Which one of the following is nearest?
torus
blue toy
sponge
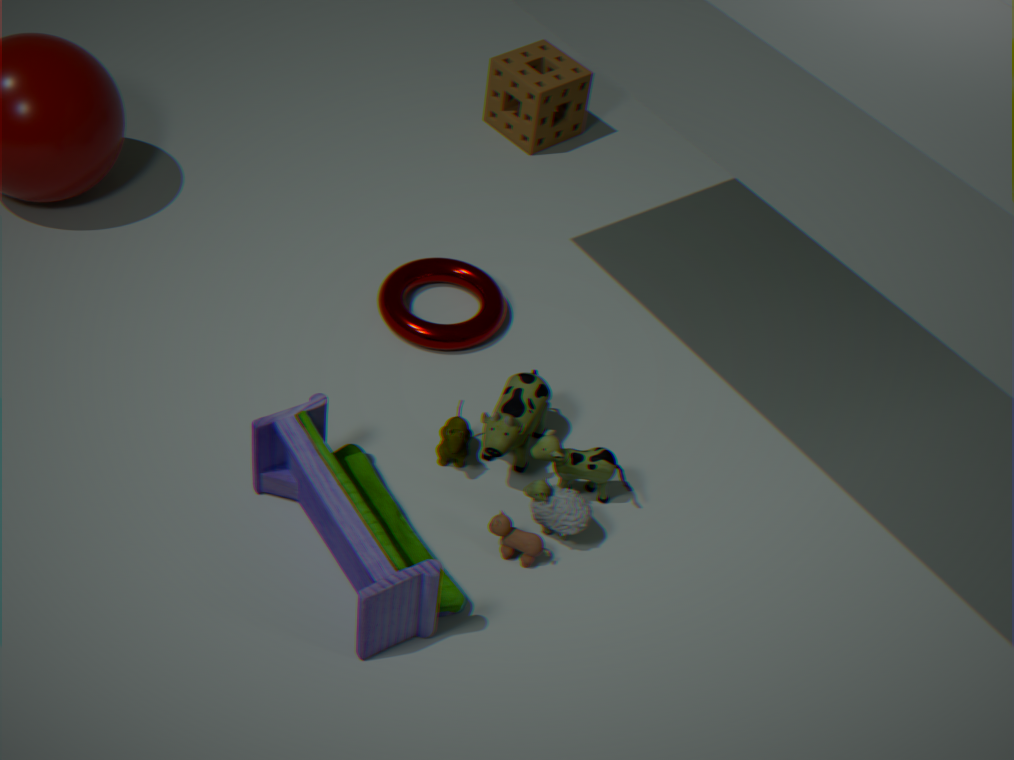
blue toy
